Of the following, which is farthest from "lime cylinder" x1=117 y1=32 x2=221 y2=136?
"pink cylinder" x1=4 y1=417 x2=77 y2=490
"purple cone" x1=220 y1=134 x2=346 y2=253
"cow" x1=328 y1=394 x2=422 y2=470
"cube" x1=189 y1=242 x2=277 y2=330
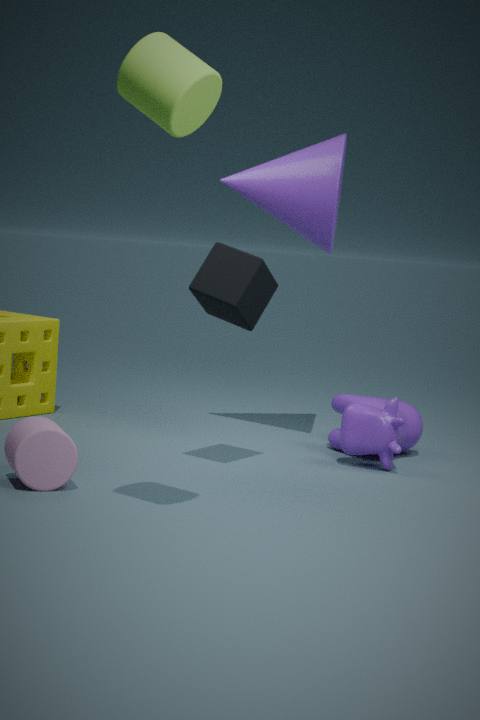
"cow" x1=328 y1=394 x2=422 y2=470
